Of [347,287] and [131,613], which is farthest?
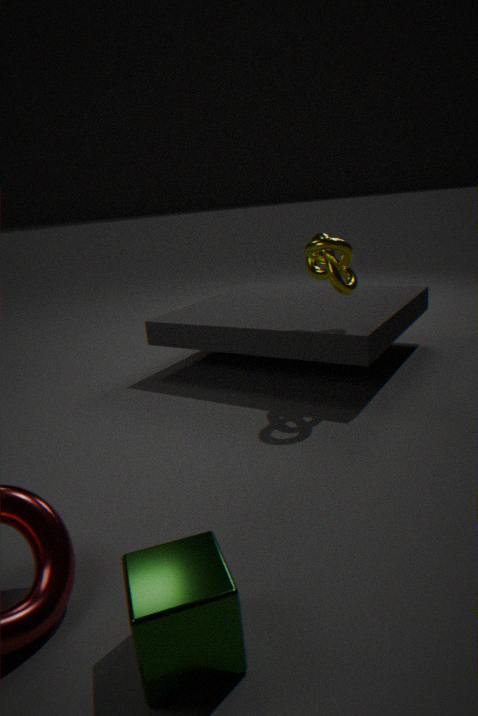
[347,287]
